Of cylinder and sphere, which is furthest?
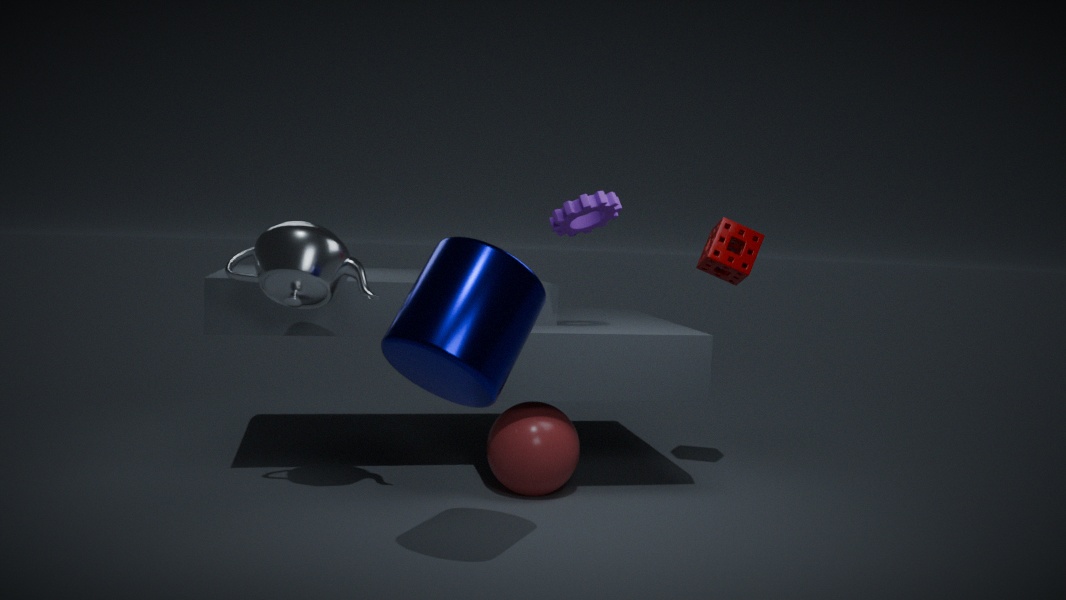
sphere
